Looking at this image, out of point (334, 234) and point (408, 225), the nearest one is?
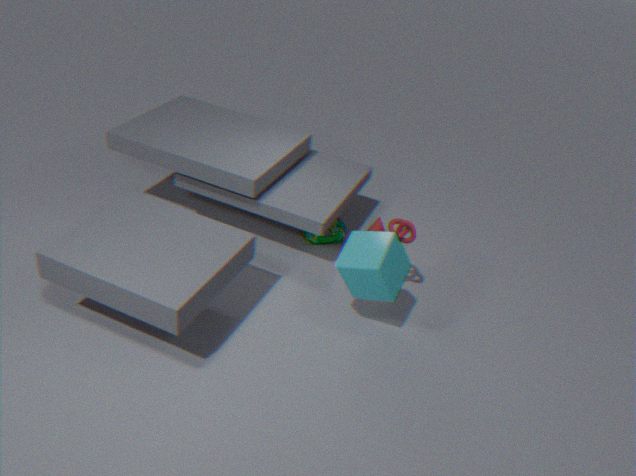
point (408, 225)
